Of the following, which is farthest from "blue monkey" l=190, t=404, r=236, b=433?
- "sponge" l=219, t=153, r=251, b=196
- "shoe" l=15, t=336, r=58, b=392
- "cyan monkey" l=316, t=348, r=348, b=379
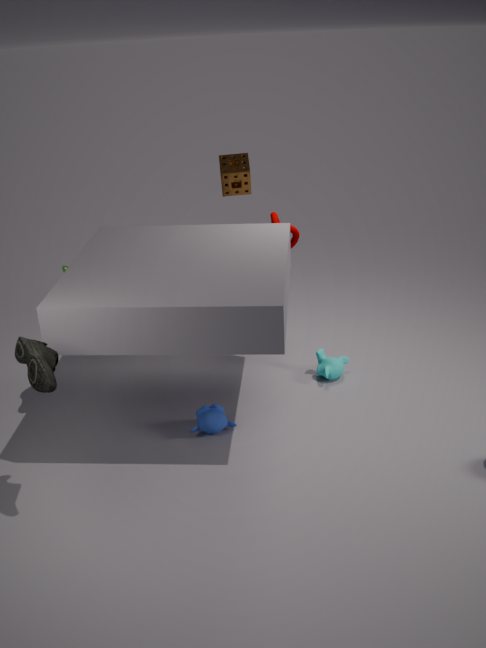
"sponge" l=219, t=153, r=251, b=196
